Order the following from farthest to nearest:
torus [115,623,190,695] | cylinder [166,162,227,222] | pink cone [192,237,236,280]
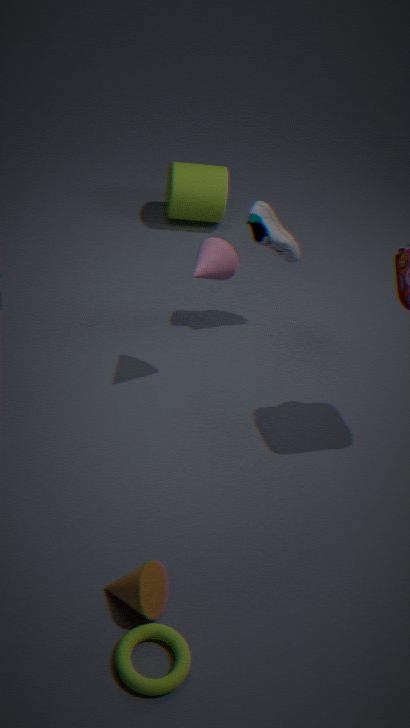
cylinder [166,162,227,222] → pink cone [192,237,236,280] → torus [115,623,190,695]
